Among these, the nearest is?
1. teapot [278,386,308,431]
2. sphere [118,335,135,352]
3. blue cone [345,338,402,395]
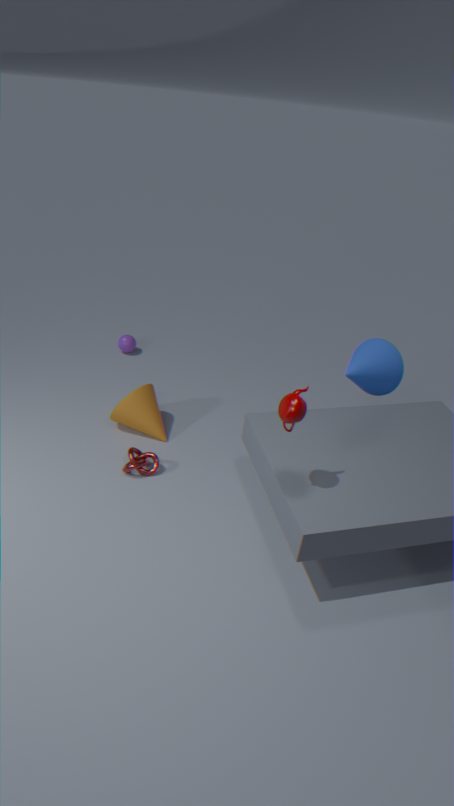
teapot [278,386,308,431]
